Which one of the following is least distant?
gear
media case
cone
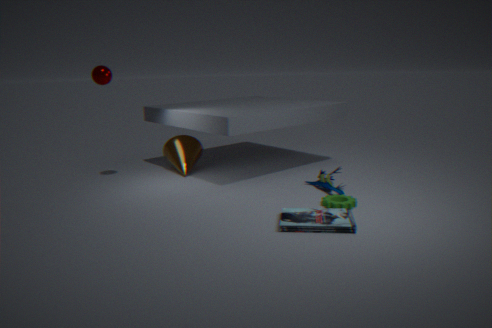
media case
